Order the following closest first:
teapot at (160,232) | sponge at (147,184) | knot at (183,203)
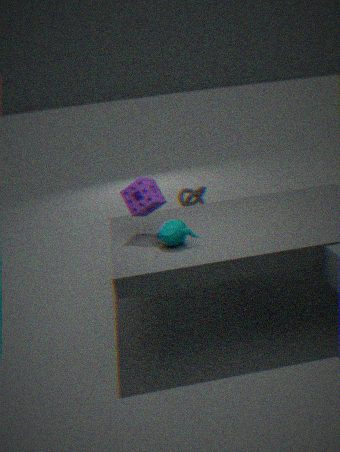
teapot at (160,232)
sponge at (147,184)
knot at (183,203)
